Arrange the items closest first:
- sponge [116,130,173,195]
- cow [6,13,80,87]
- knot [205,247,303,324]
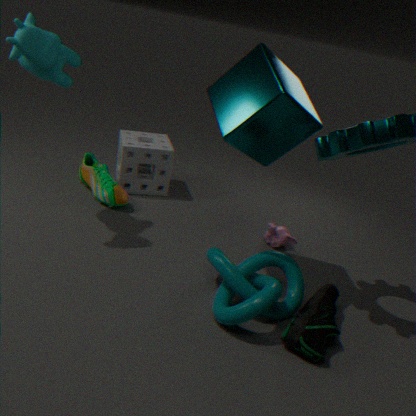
knot [205,247,303,324] → cow [6,13,80,87] → sponge [116,130,173,195]
